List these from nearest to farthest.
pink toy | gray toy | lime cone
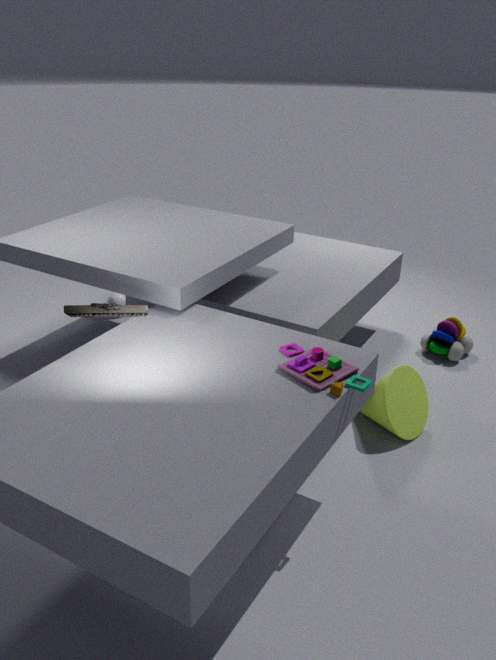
pink toy, lime cone, gray toy
